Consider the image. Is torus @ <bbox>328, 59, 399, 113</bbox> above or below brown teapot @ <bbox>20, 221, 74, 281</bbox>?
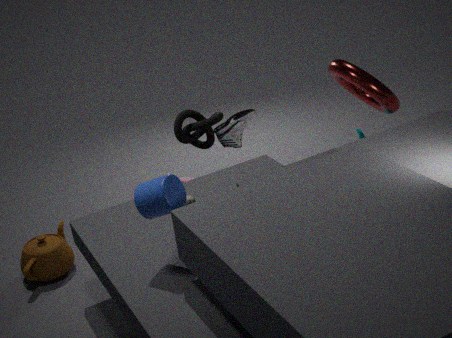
above
